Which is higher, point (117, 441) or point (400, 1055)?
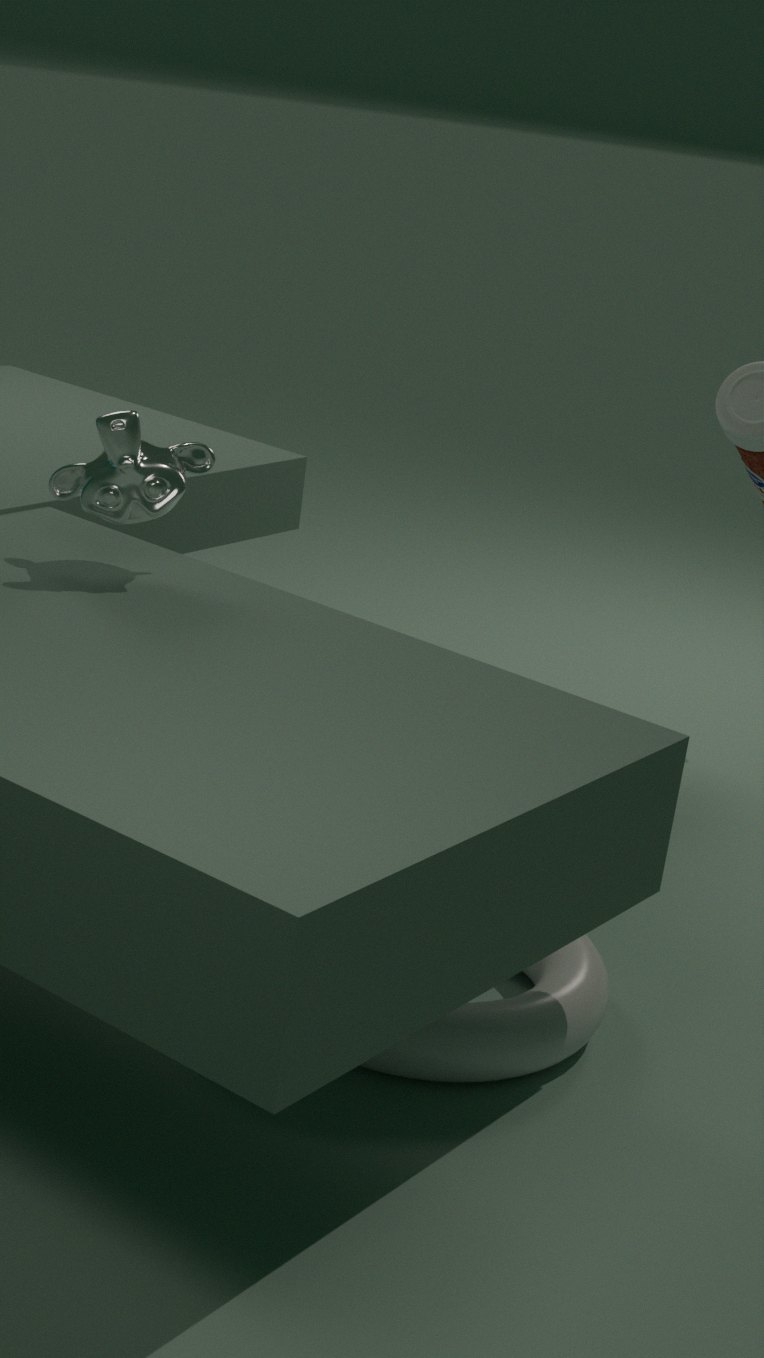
point (117, 441)
